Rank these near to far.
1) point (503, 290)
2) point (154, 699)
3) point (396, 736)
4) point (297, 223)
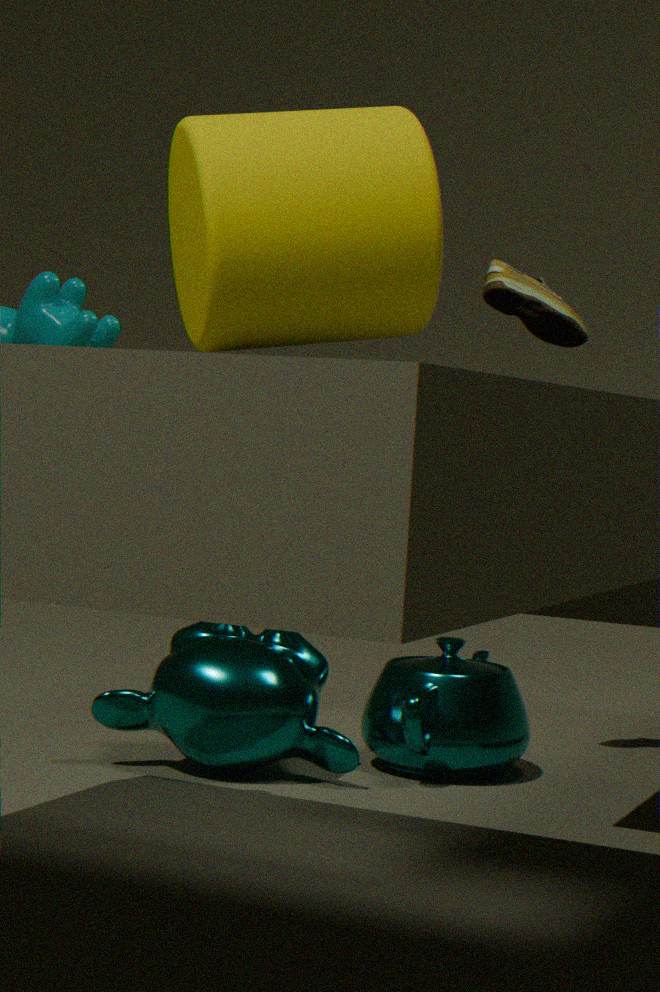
4. point (297, 223) < 2. point (154, 699) < 3. point (396, 736) < 1. point (503, 290)
